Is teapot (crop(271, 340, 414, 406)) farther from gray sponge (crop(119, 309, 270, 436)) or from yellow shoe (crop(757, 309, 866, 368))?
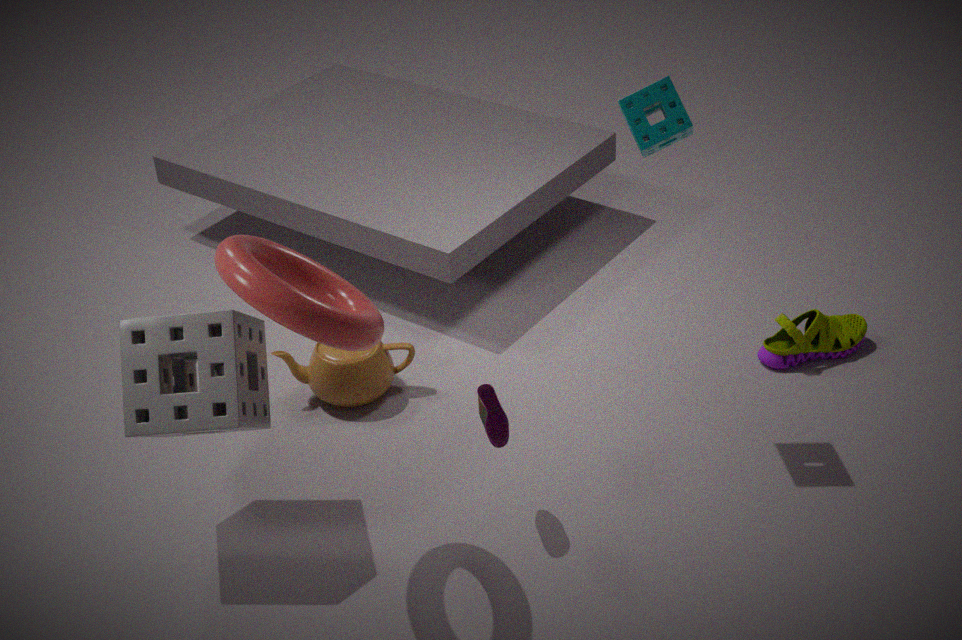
yellow shoe (crop(757, 309, 866, 368))
